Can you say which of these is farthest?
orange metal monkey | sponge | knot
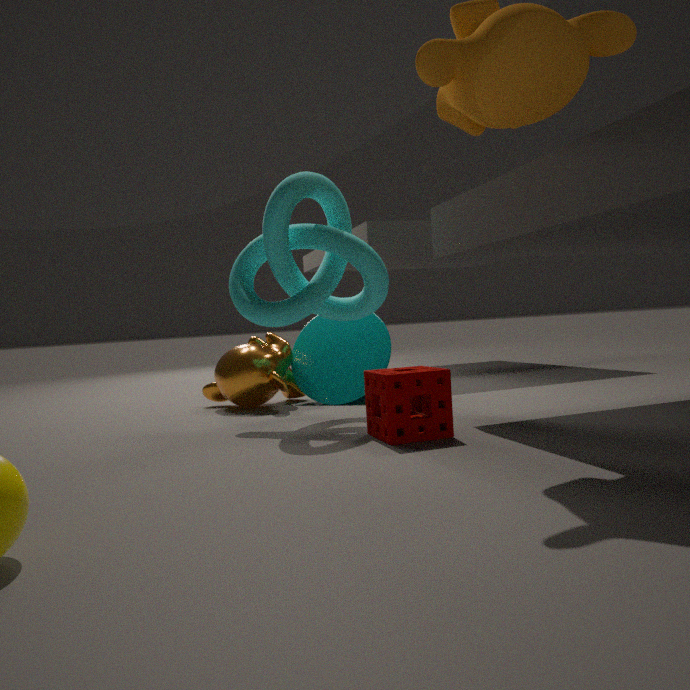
orange metal monkey
